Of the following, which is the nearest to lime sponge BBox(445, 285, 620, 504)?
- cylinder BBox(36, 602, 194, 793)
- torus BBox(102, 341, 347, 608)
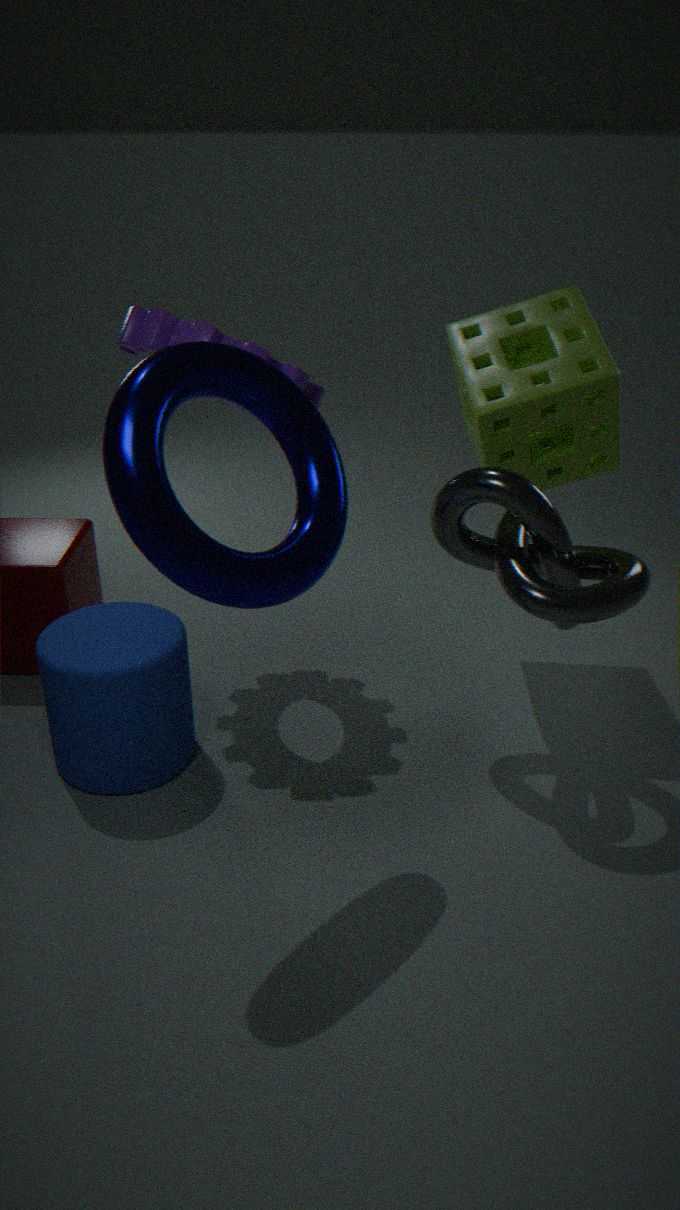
torus BBox(102, 341, 347, 608)
